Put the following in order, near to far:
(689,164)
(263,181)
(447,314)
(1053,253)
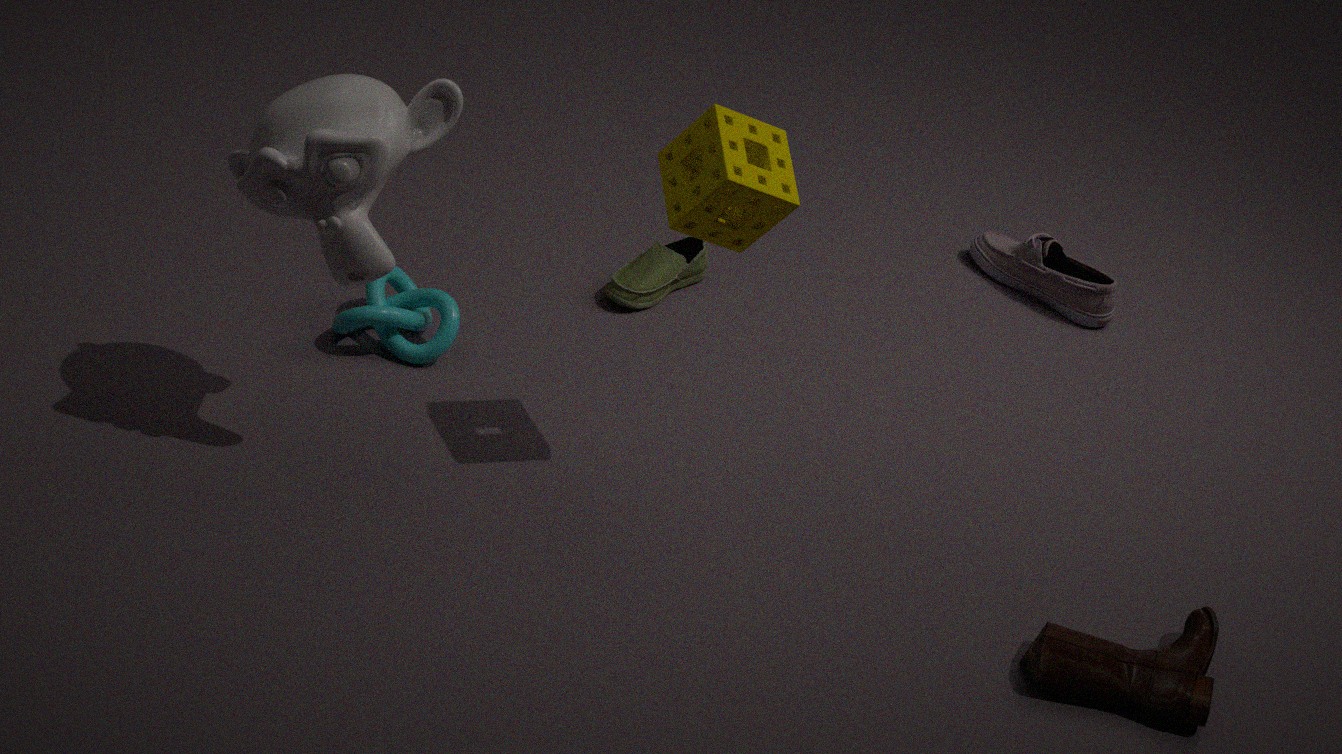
1. (263,181)
2. (689,164)
3. (447,314)
4. (1053,253)
